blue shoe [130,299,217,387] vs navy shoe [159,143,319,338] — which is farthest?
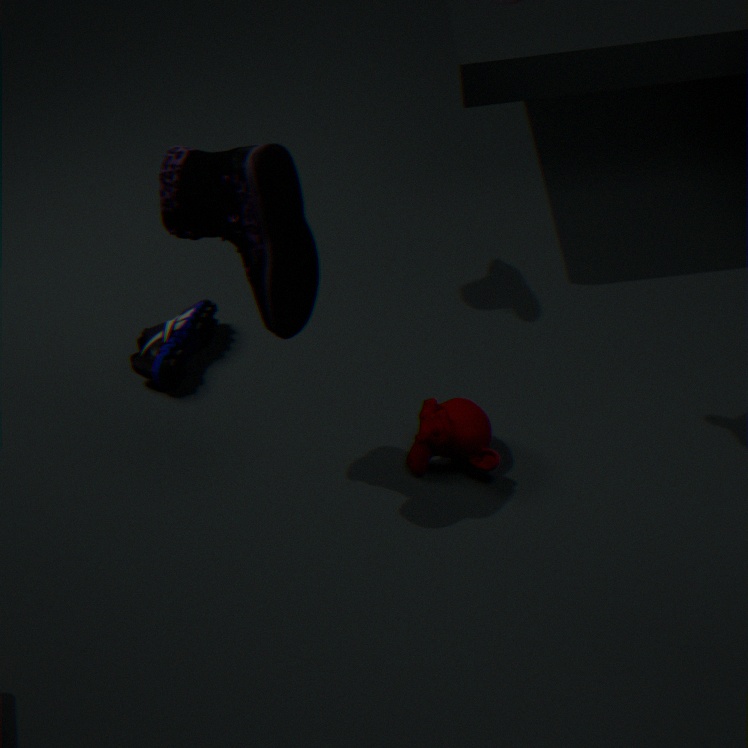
blue shoe [130,299,217,387]
